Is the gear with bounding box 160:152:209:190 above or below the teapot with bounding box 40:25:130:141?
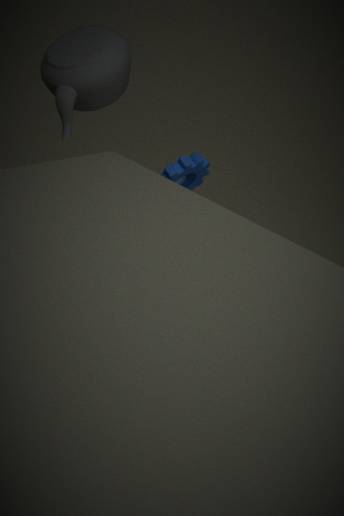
below
